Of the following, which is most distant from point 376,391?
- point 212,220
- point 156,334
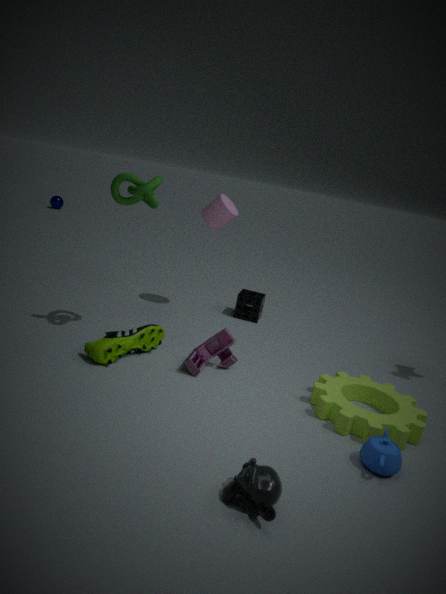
point 212,220
